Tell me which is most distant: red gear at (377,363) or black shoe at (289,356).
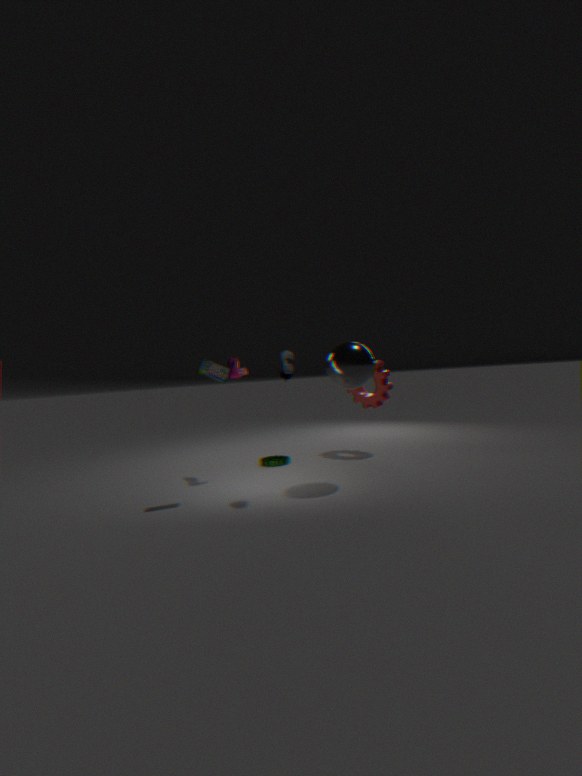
red gear at (377,363)
